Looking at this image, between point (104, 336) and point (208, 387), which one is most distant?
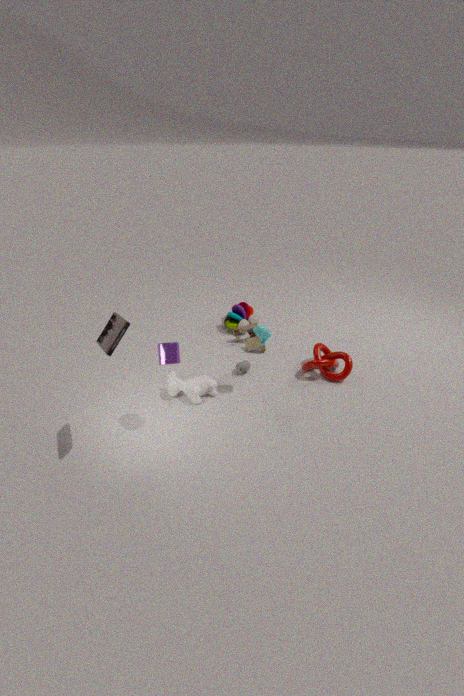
point (208, 387)
